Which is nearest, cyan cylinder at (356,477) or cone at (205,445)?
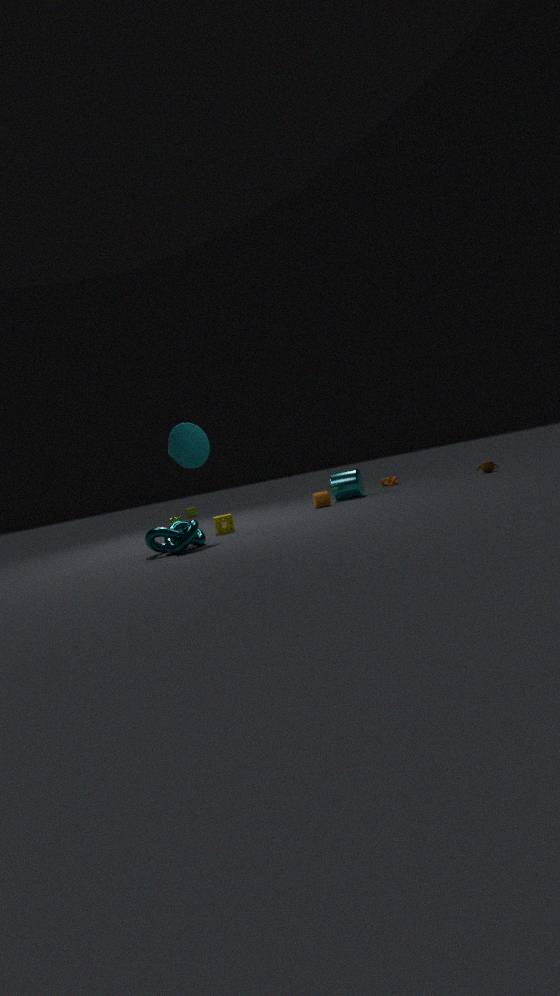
cone at (205,445)
